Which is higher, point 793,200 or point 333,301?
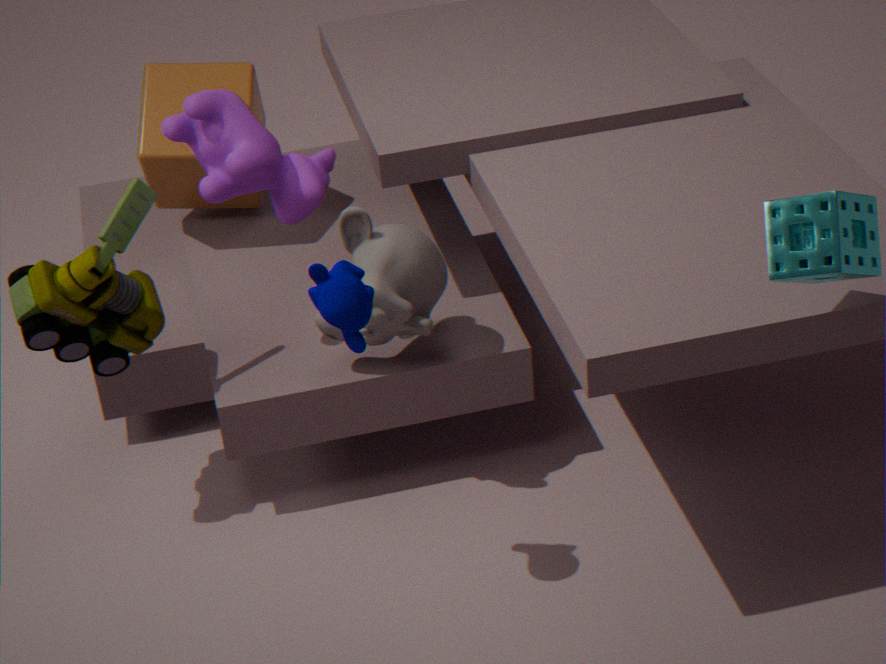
point 793,200
